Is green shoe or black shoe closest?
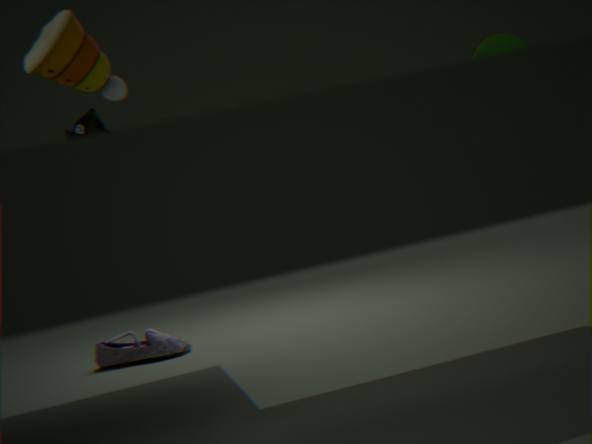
green shoe
